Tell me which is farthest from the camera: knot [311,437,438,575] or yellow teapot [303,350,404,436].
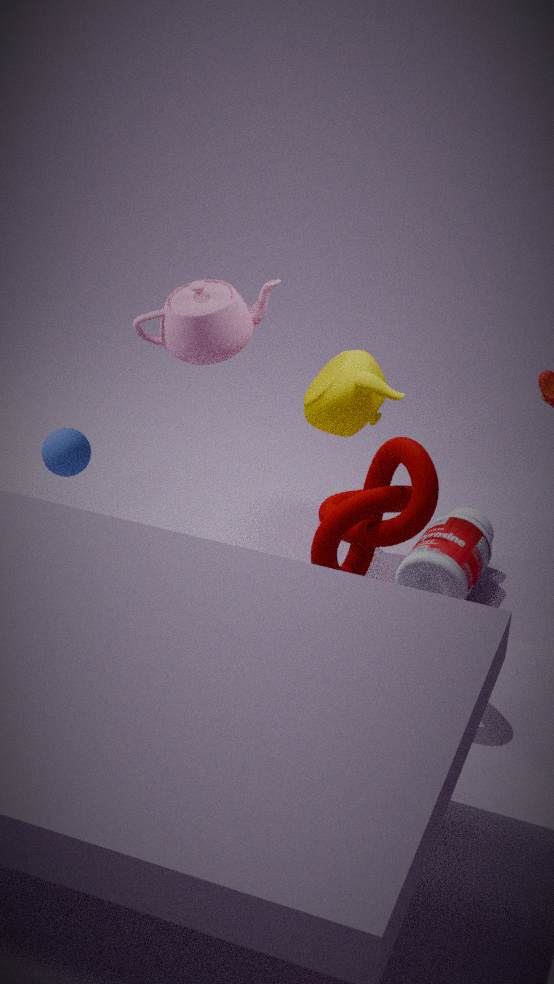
yellow teapot [303,350,404,436]
